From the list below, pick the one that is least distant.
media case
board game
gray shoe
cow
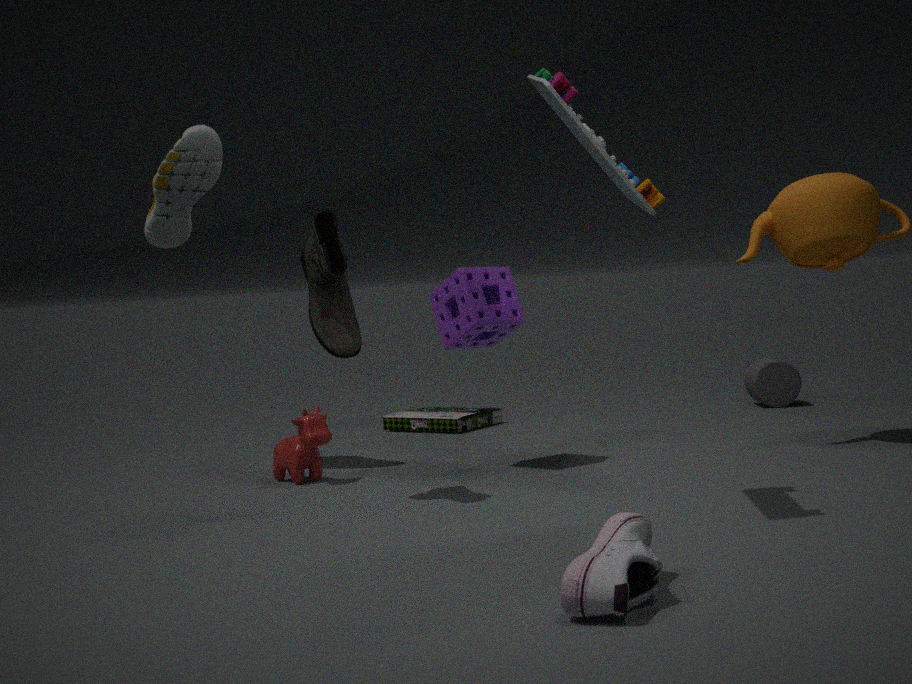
gray shoe
